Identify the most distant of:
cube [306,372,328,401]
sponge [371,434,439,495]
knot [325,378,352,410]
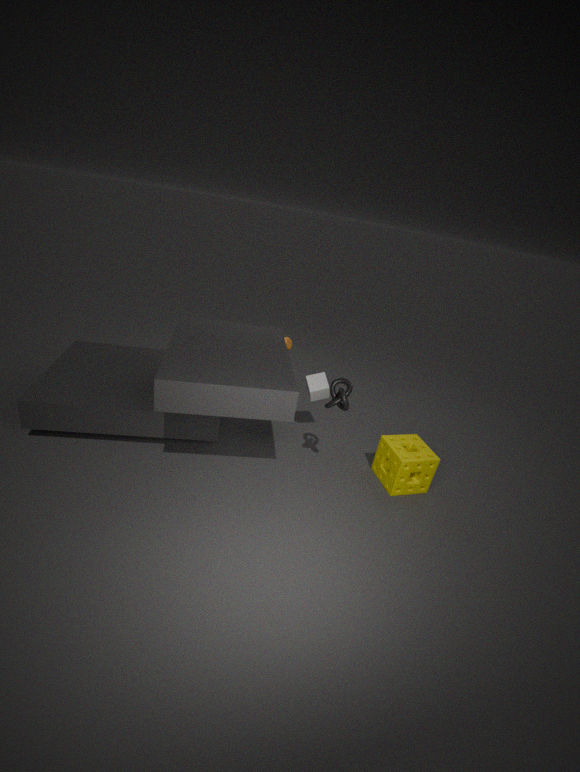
cube [306,372,328,401]
